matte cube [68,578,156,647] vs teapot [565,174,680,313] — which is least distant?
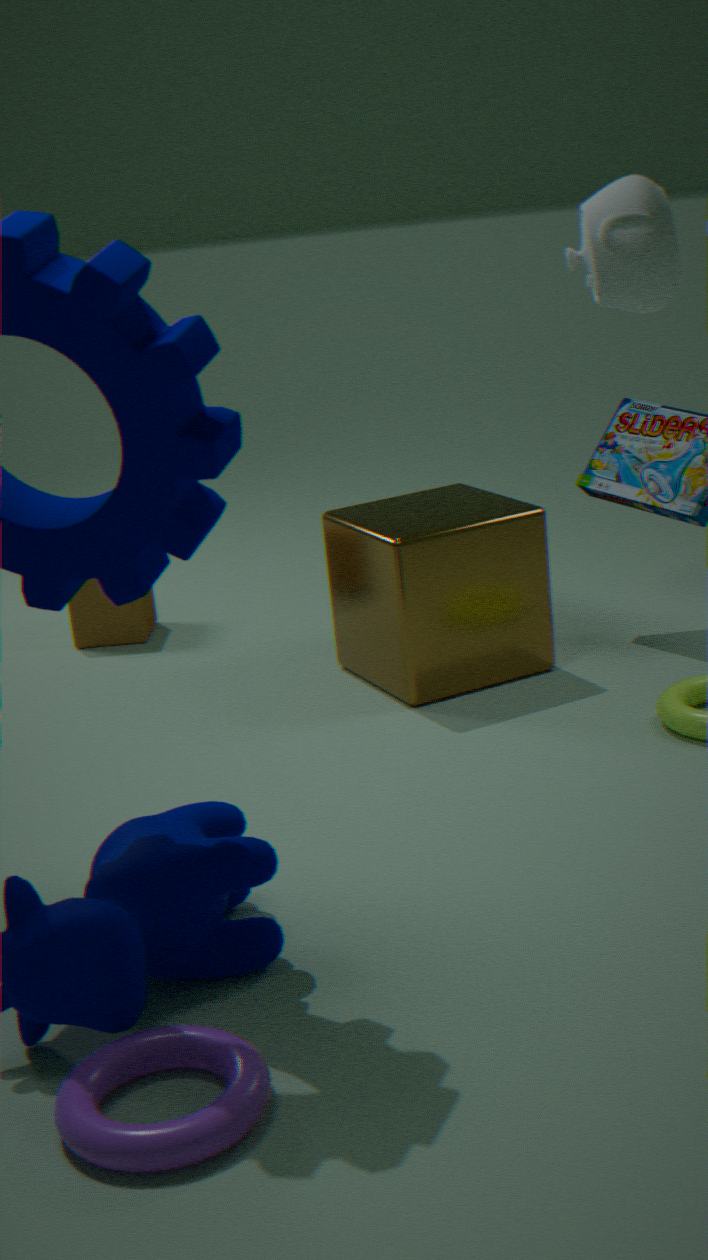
teapot [565,174,680,313]
